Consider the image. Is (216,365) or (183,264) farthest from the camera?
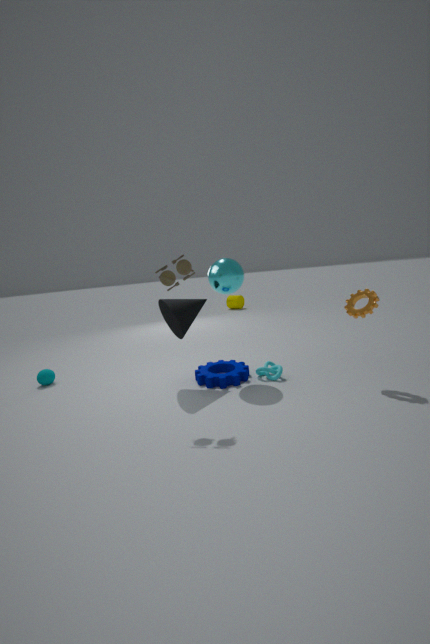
(216,365)
